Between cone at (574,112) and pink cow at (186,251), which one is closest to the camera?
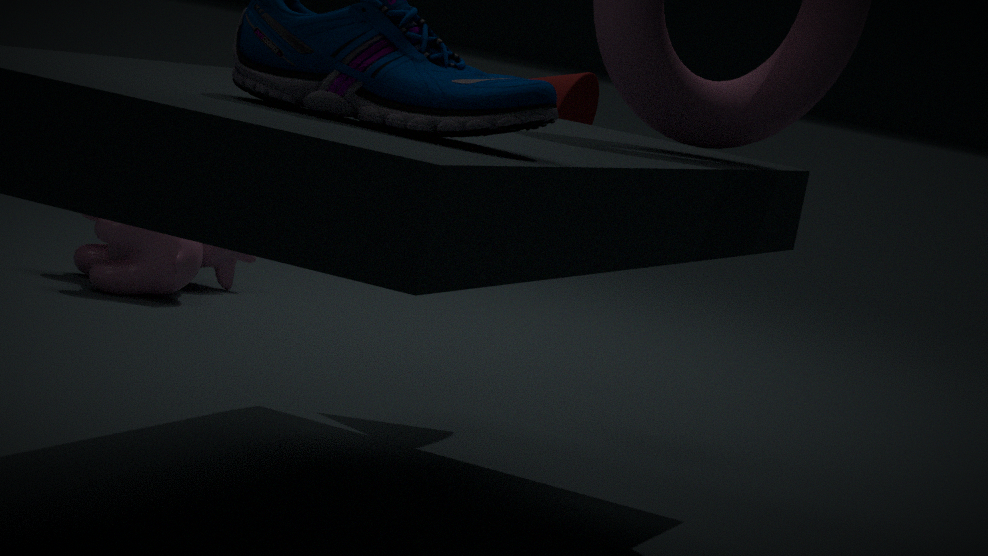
cone at (574,112)
